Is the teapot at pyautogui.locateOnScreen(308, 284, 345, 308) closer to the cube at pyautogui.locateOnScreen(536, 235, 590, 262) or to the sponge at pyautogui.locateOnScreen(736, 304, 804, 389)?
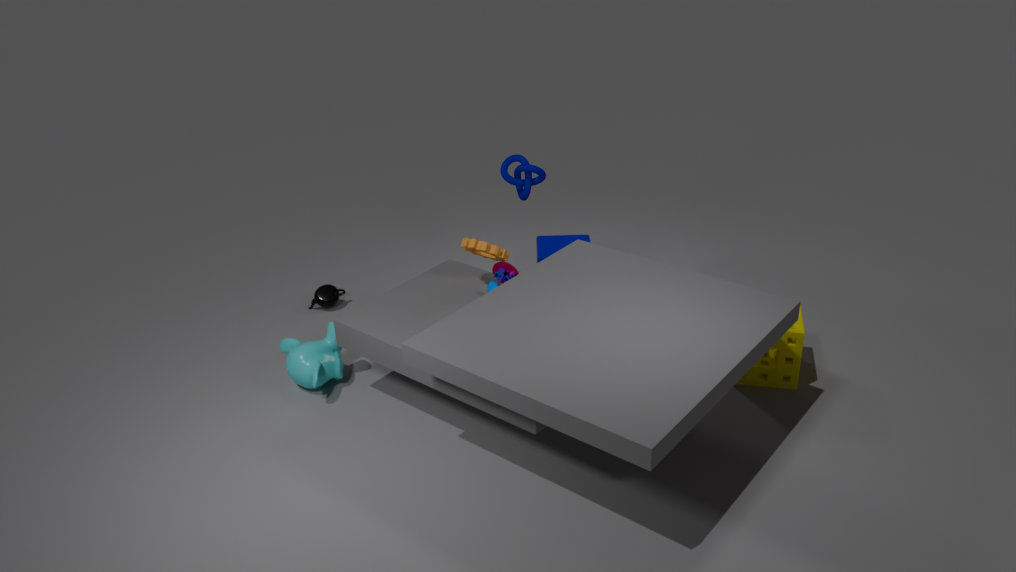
the cube at pyautogui.locateOnScreen(536, 235, 590, 262)
